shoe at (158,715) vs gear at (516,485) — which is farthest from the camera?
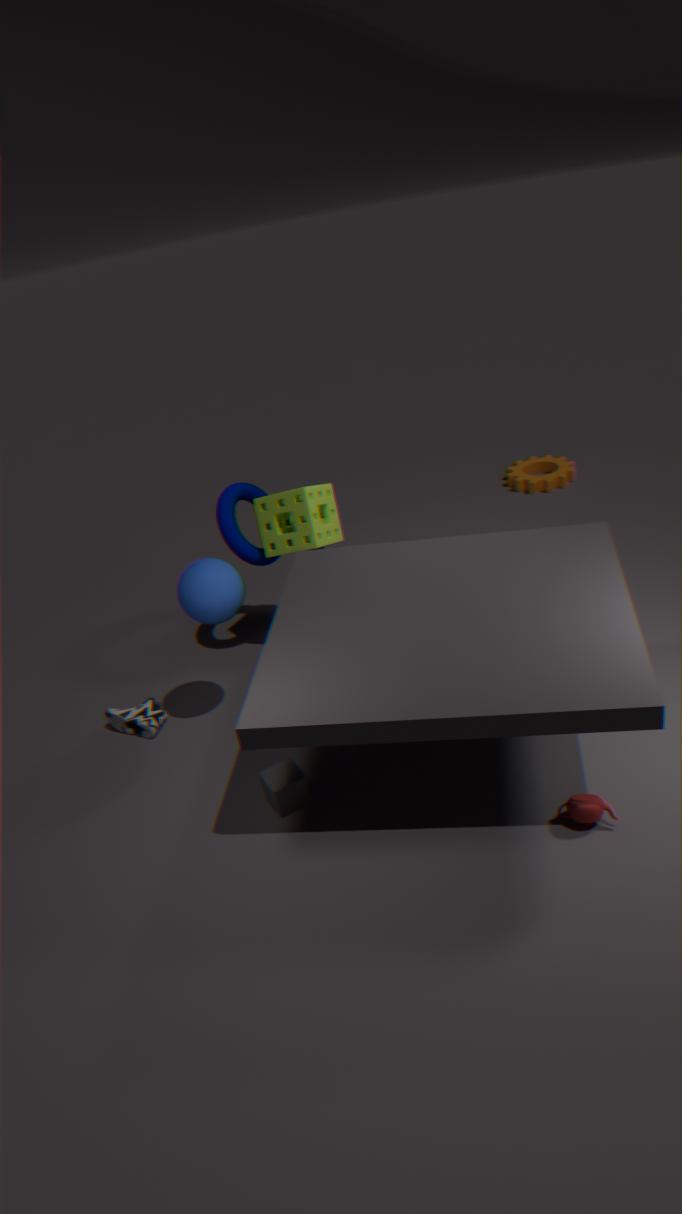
gear at (516,485)
